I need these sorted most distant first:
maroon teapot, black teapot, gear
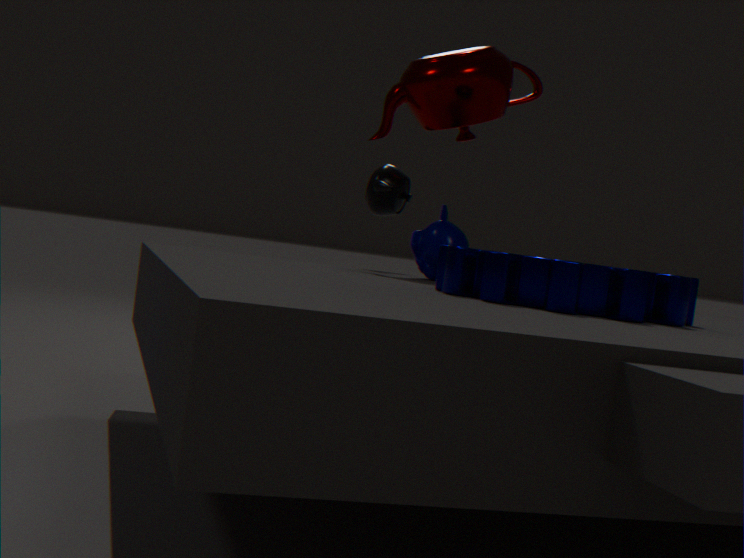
black teapot, maroon teapot, gear
